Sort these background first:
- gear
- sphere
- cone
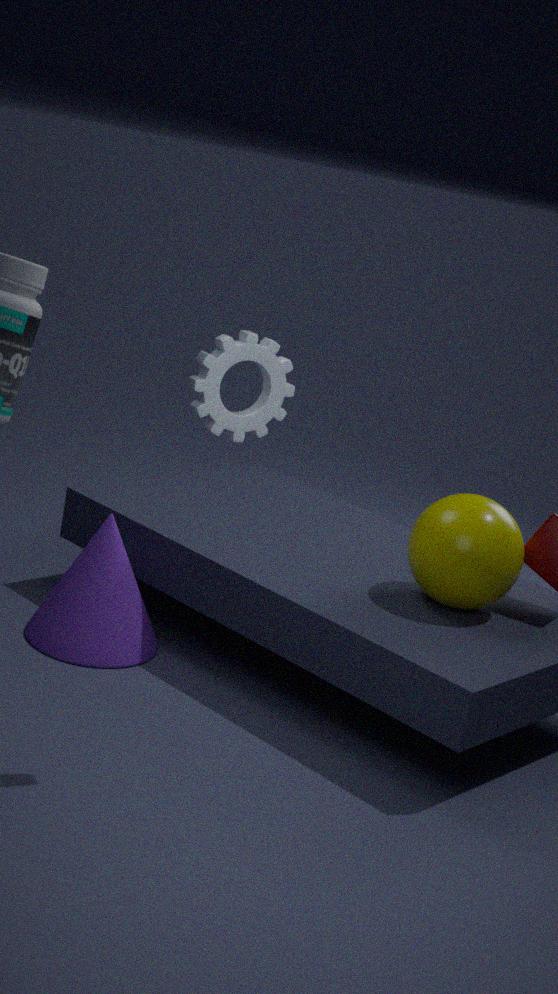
cone → sphere → gear
